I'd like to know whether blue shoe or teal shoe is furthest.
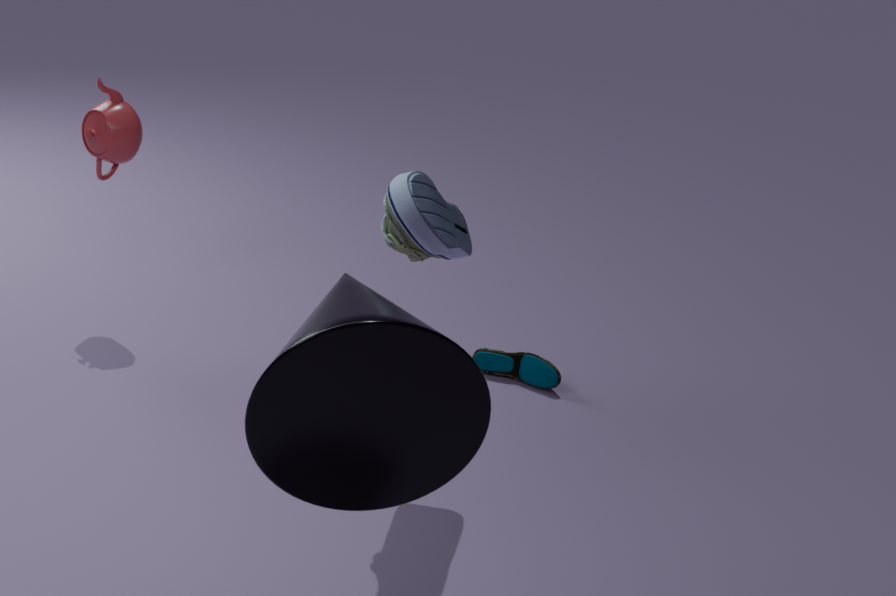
teal shoe
